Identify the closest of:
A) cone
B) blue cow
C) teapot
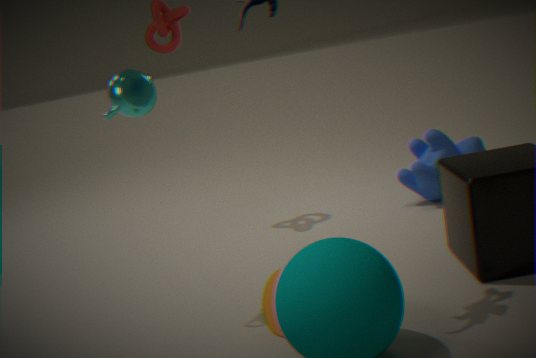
cone
